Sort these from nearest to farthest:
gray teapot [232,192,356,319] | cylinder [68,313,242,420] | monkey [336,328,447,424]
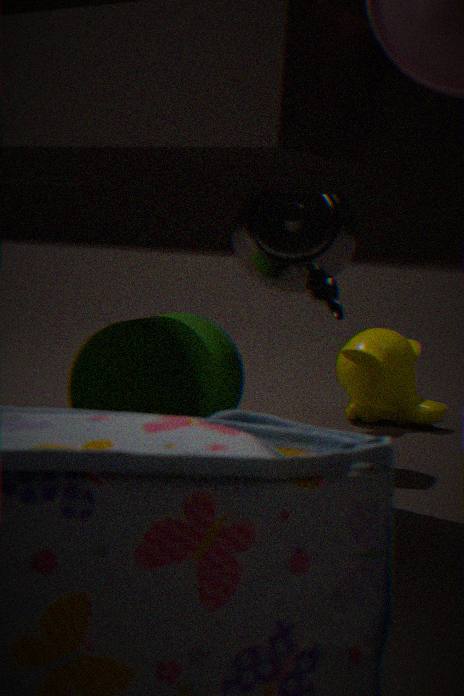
cylinder [68,313,242,420]
gray teapot [232,192,356,319]
monkey [336,328,447,424]
